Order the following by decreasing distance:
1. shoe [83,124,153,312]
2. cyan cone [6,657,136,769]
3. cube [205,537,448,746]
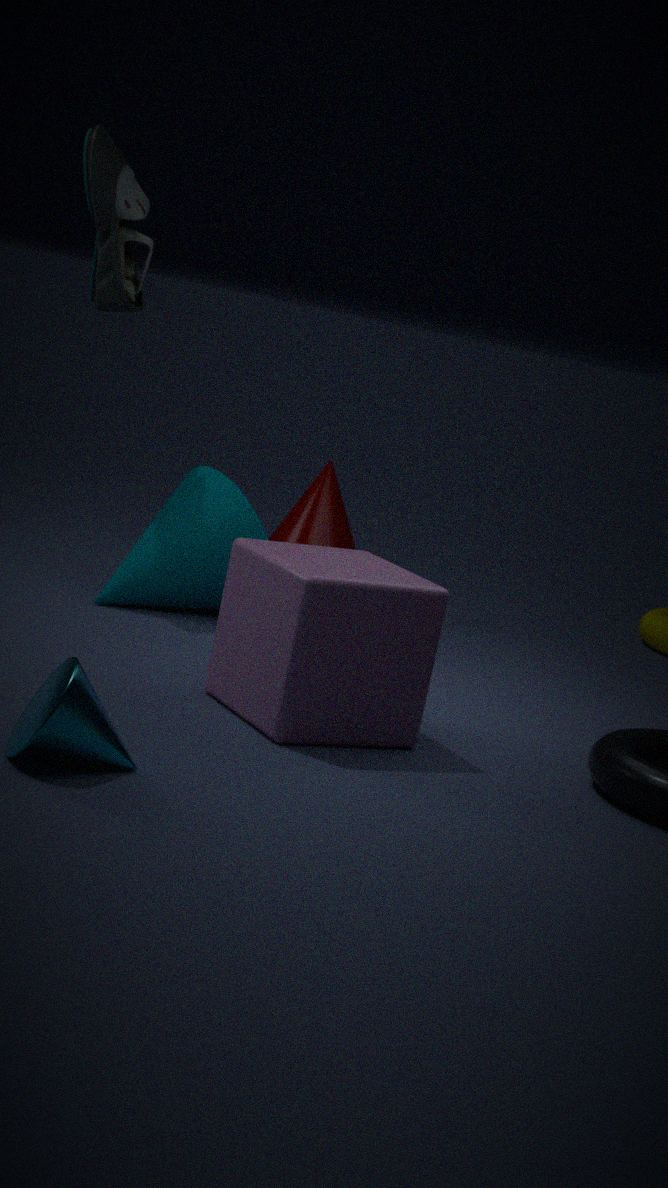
shoe [83,124,153,312]
cube [205,537,448,746]
cyan cone [6,657,136,769]
